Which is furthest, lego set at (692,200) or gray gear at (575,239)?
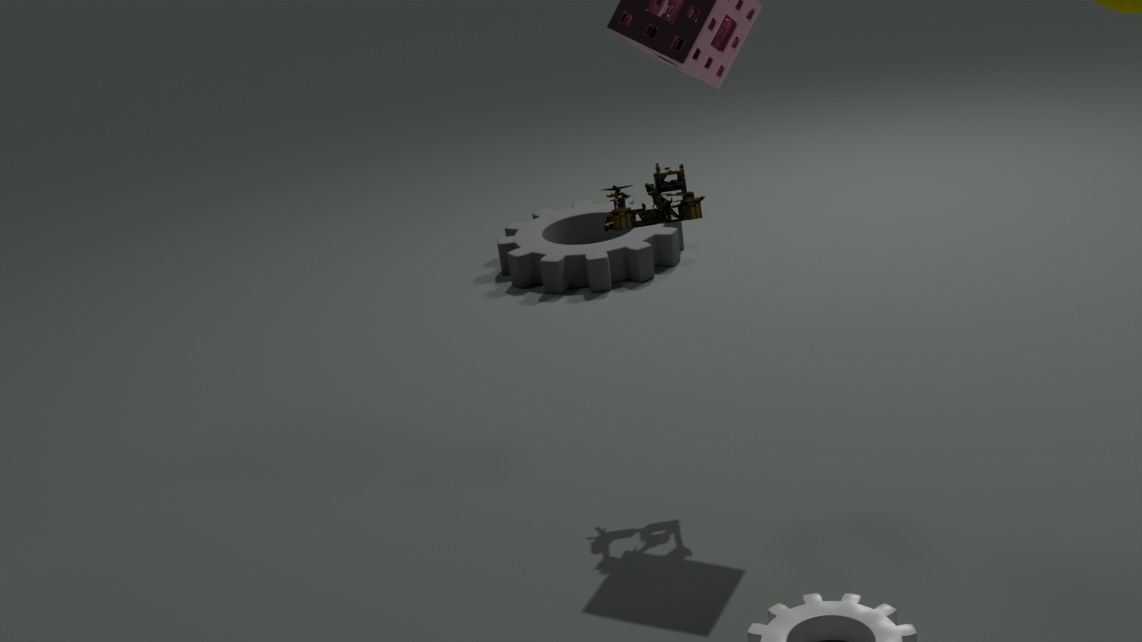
gray gear at (575,239)
